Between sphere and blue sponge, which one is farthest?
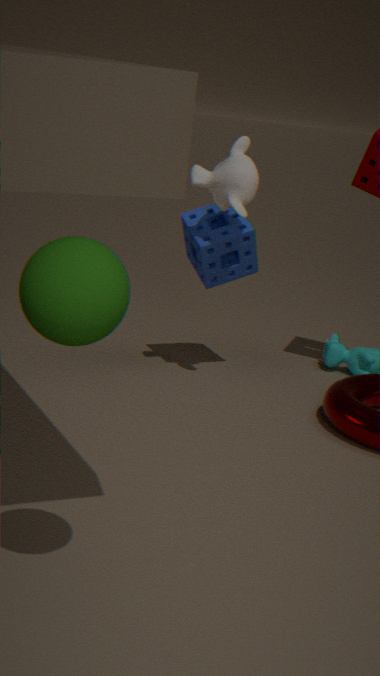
blue sponge
